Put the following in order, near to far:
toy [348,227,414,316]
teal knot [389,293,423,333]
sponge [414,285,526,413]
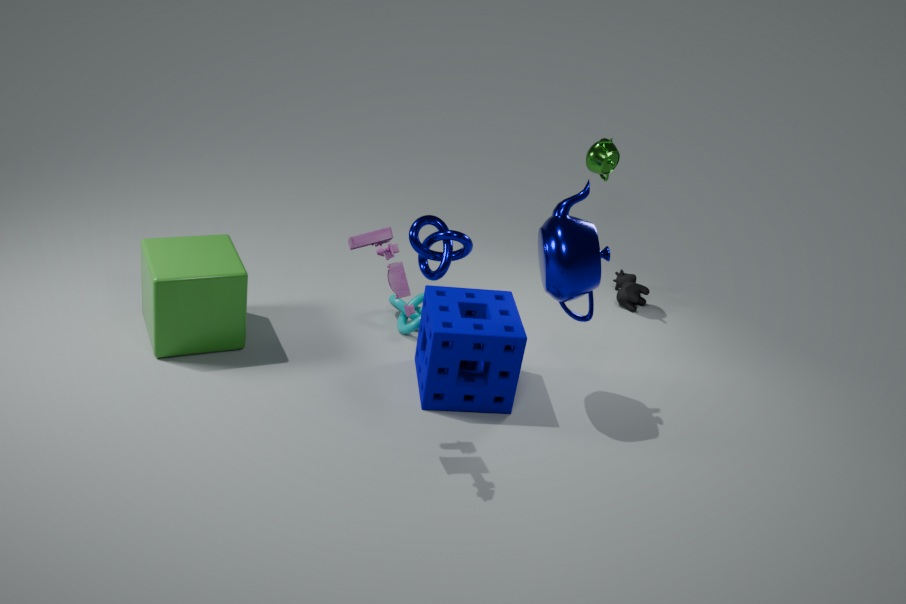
toy [348,227,414,316]
sponge [414,285,526,413]
teal knot [389,293,423,333]
